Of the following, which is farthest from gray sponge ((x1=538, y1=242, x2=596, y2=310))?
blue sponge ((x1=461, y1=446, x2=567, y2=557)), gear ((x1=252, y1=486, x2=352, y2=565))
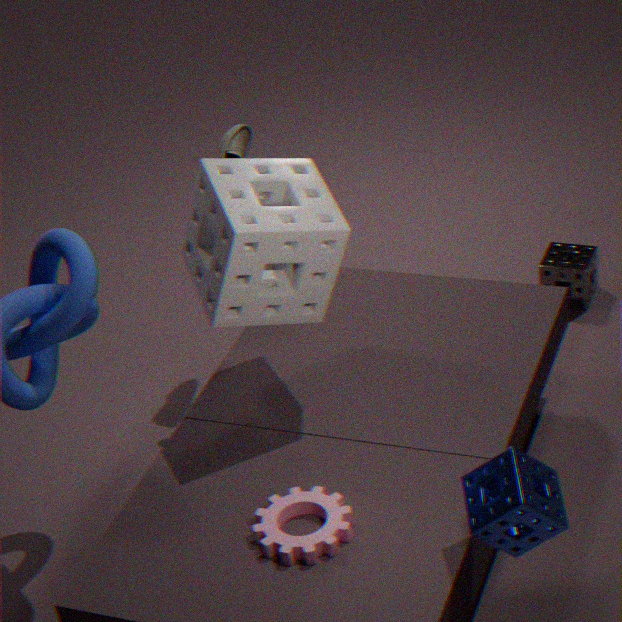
gear ((x1=252, y1=486, x2=352, y2=565))
